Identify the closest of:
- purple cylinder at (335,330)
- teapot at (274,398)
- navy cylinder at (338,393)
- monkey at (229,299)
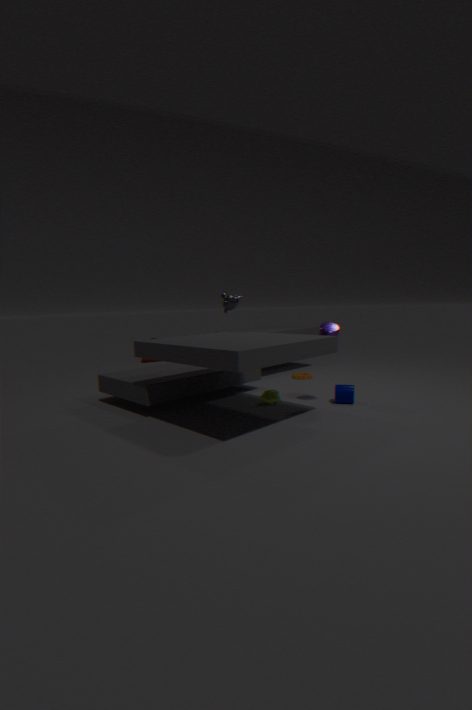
purple cylinder at (335,330)
